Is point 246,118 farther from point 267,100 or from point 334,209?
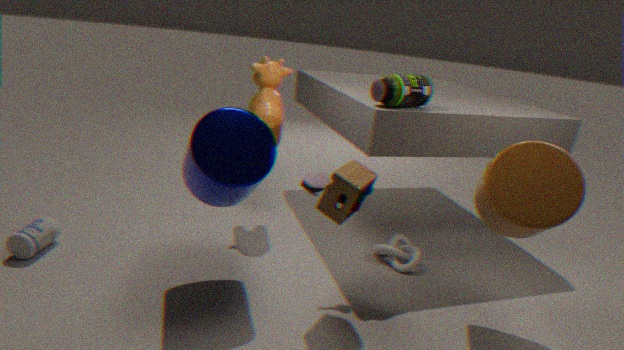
point 267,100
